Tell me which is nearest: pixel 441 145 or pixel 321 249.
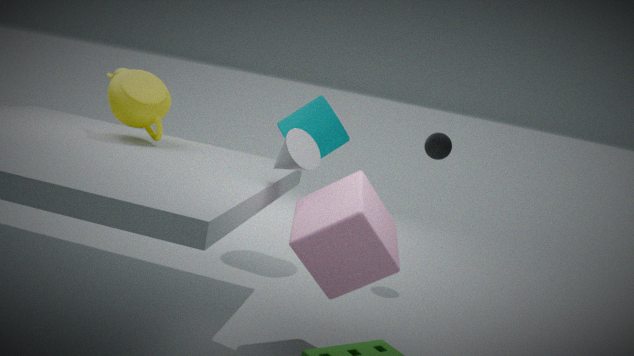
pixel 321 249
